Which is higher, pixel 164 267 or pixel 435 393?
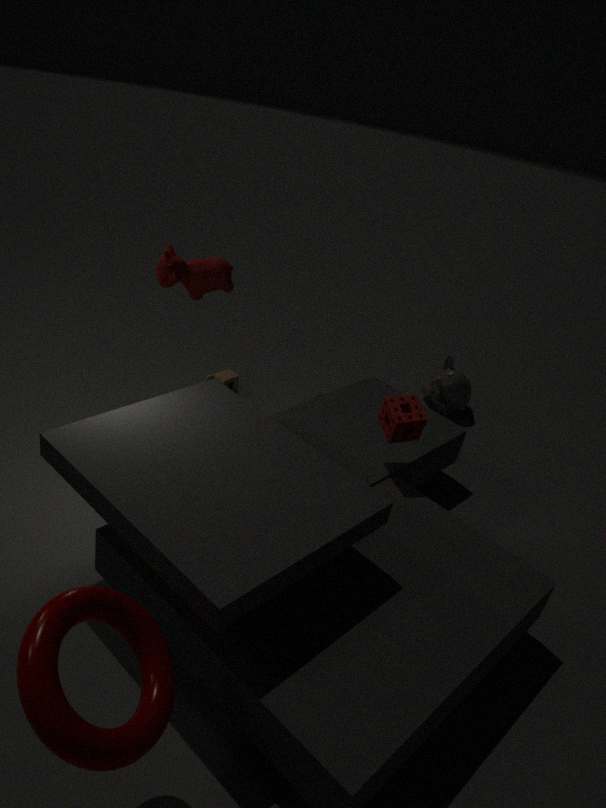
pixel 164 267
